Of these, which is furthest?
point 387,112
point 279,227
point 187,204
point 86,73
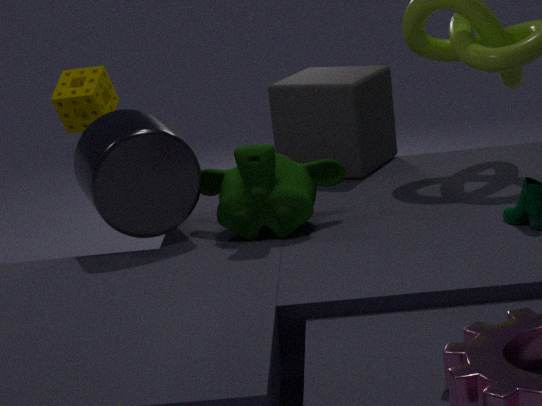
point 86,73
